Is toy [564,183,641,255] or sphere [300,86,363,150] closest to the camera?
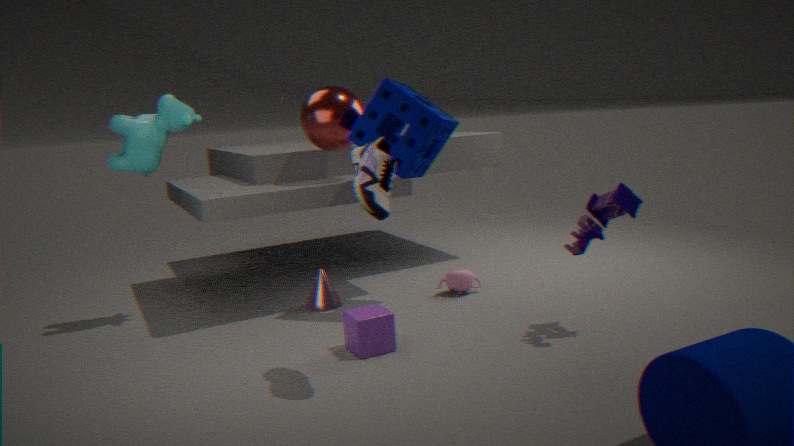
toy [564,183,641,255]
